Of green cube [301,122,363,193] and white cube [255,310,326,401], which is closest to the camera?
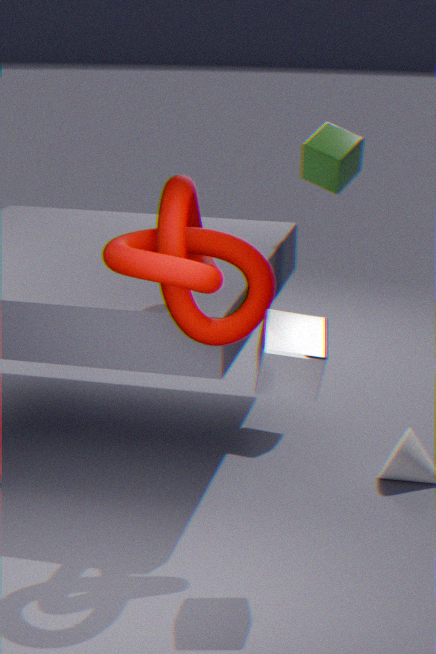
white cube [255,310,326,401]
